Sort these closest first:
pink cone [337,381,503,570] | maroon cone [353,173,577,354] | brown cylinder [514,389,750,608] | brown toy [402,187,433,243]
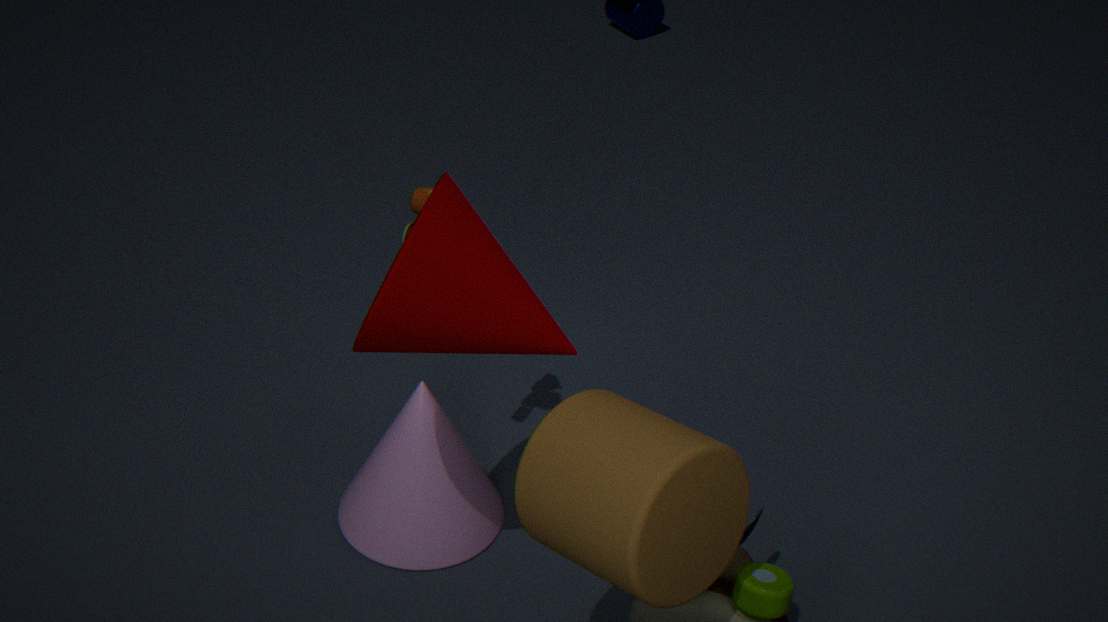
brown cylinder [514,389,750,608]
maroon cone [353,173,577,354]
brown toy [402,187,433,243]
pink cone [337,381,503,570]
